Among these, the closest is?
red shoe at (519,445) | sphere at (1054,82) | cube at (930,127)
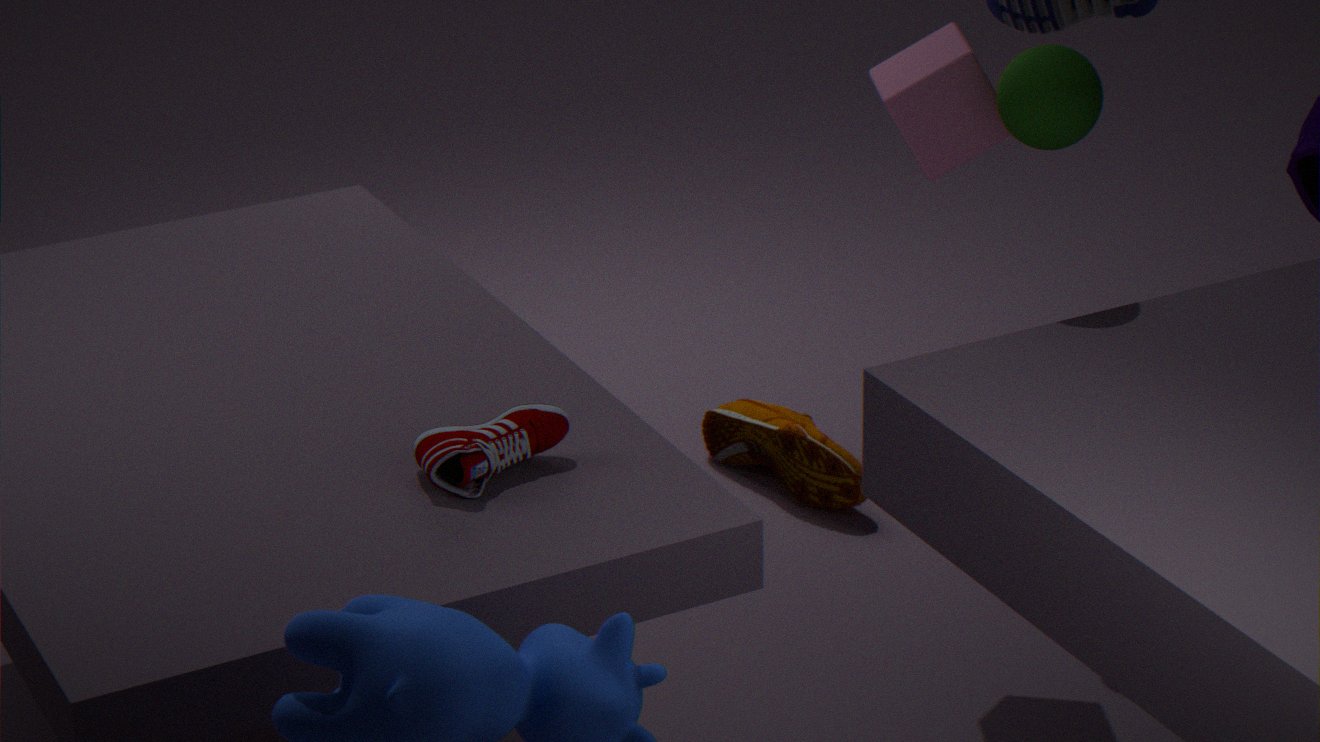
red shoe at (519,445)
